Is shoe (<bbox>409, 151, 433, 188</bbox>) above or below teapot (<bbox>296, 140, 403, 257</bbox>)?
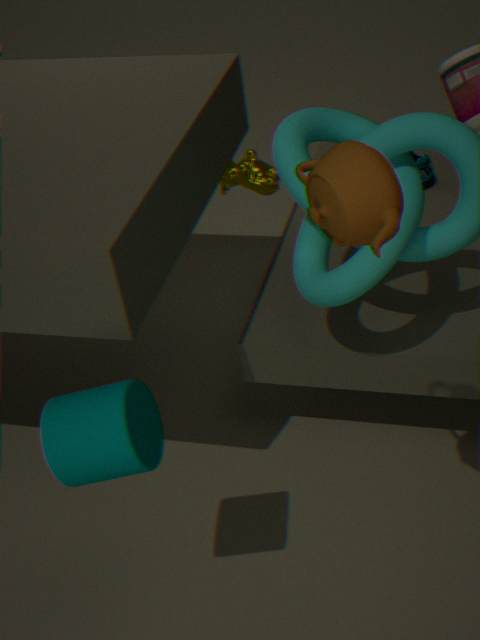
below
